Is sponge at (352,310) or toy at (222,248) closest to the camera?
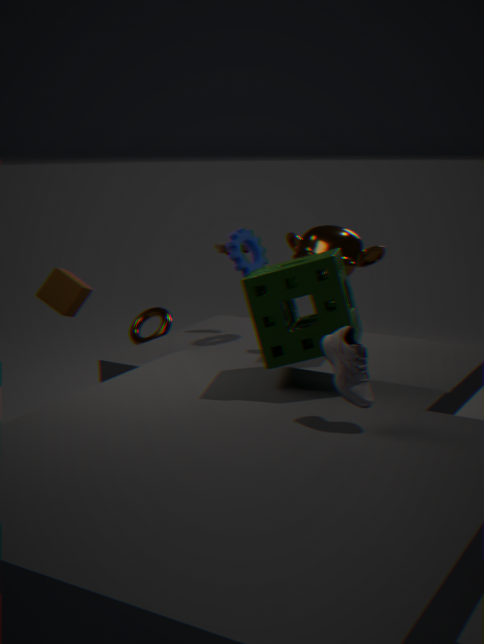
sponge at (352,310)
